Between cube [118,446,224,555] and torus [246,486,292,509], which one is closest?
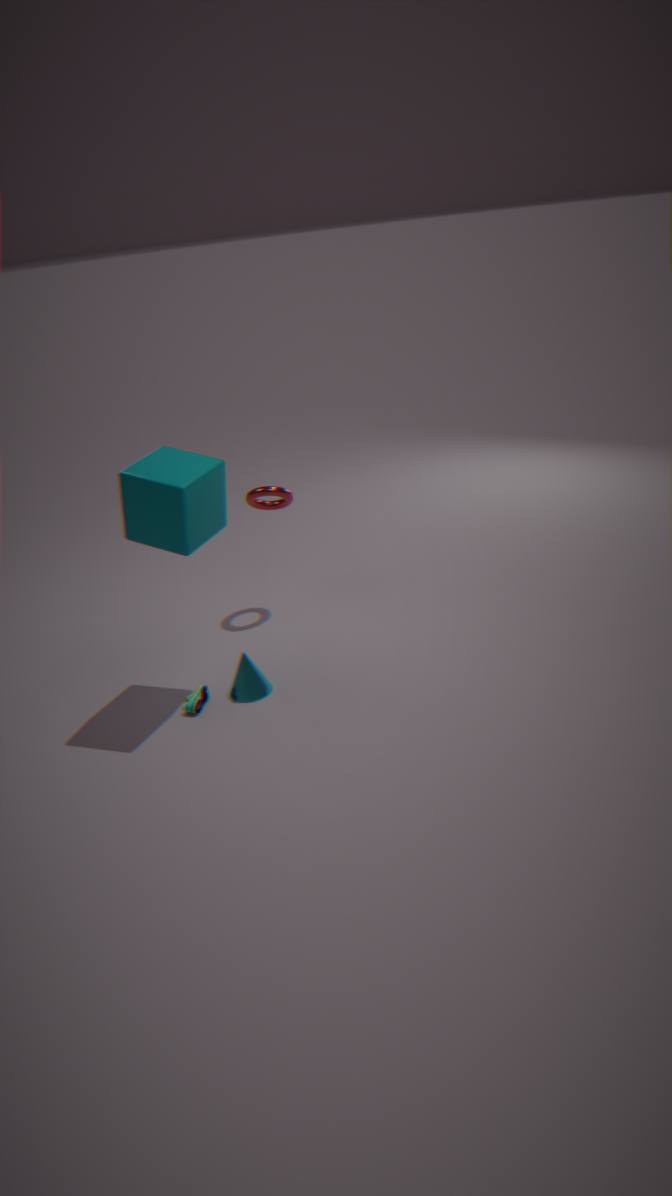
cube [118,446,224,555]
